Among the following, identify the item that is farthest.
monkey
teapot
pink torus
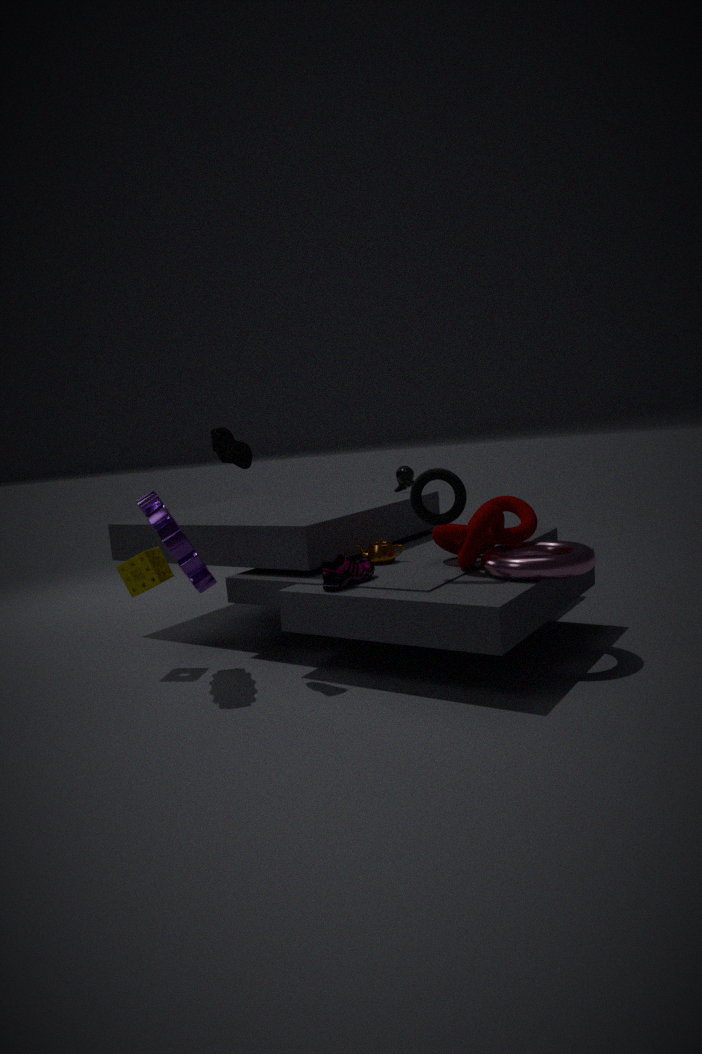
monkey
